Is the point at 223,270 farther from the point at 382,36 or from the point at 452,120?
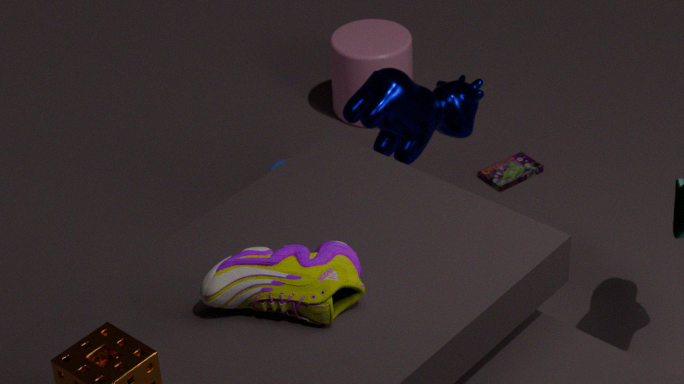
the point at 382,36
